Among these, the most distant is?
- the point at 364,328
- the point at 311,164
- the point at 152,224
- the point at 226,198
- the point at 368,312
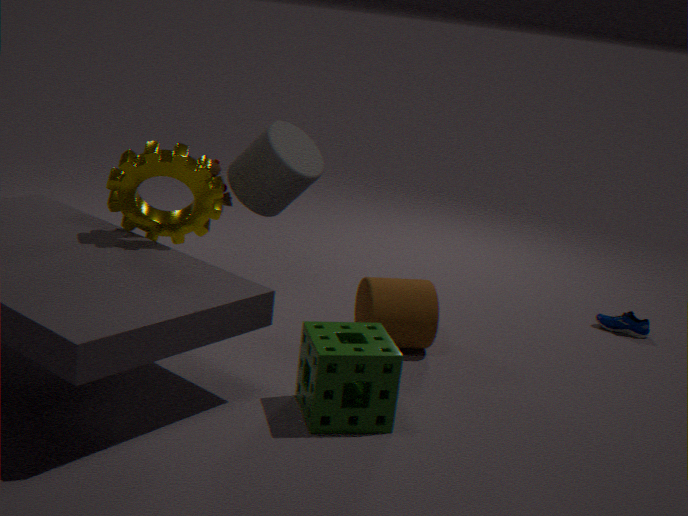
the point at 226,198
